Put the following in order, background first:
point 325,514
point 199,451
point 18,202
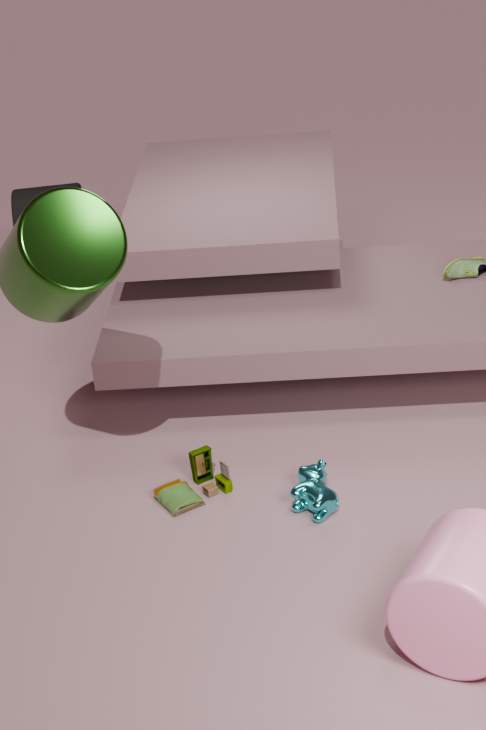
point 18,202, point 199,451, point 325,514
